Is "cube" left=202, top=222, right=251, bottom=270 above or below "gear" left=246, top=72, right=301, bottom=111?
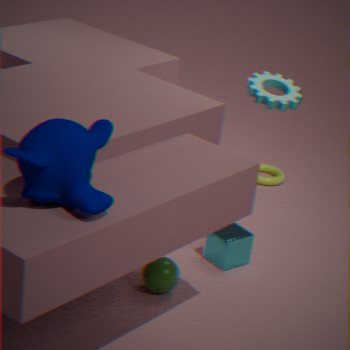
below
